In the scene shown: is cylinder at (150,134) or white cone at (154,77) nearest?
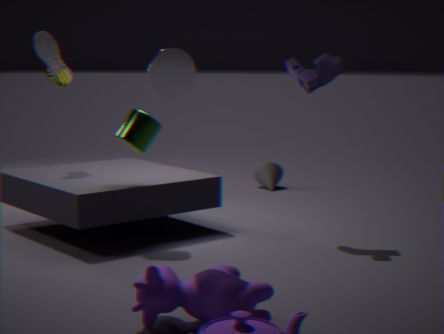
white cone at (154,77)
